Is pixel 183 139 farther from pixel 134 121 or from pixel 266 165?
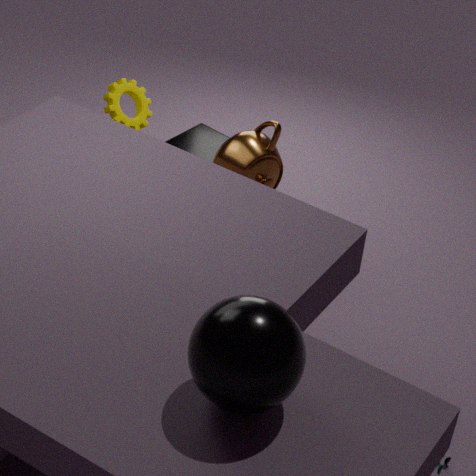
pixel 266 165
